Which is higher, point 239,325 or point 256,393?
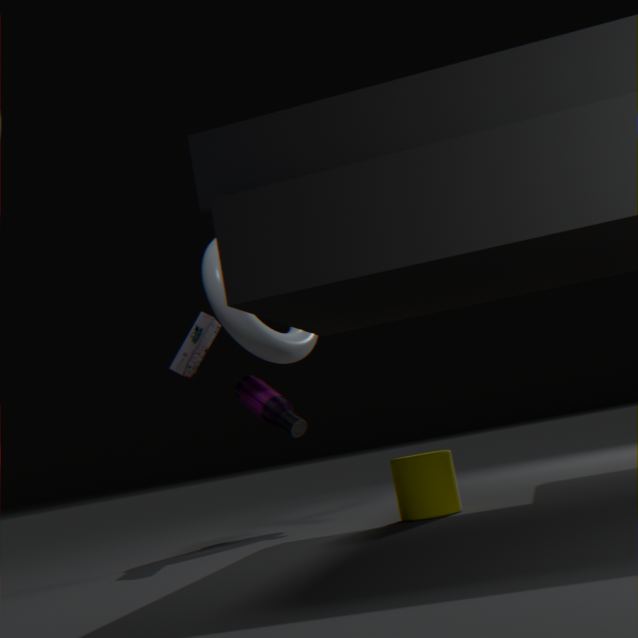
point 239,325
